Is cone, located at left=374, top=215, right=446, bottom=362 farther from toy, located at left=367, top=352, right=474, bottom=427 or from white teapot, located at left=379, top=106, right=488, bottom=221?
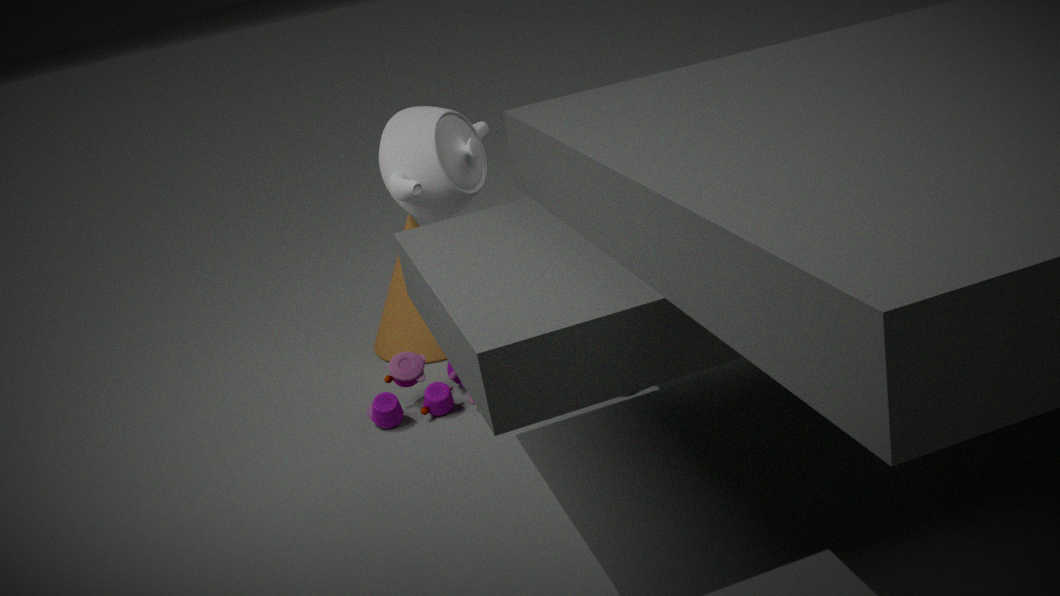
white teapot, located at left=379, top=106, right=488, bottom=221
